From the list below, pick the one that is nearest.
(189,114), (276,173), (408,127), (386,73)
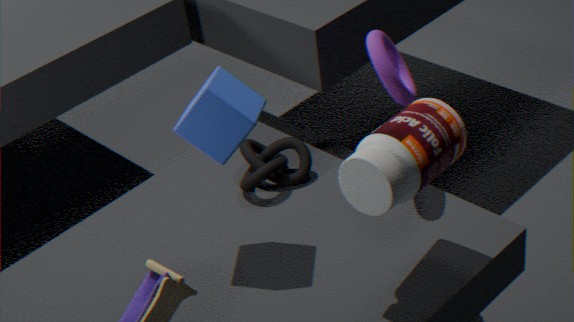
(408,127)
